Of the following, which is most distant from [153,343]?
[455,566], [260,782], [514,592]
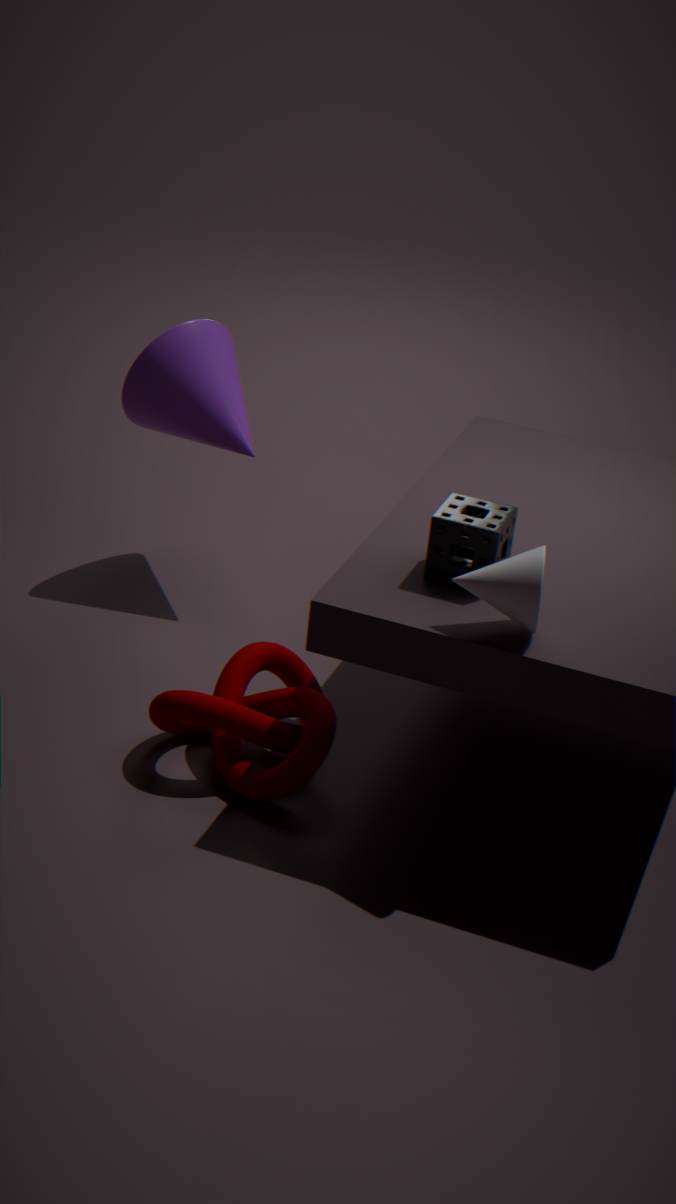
[514,592]
